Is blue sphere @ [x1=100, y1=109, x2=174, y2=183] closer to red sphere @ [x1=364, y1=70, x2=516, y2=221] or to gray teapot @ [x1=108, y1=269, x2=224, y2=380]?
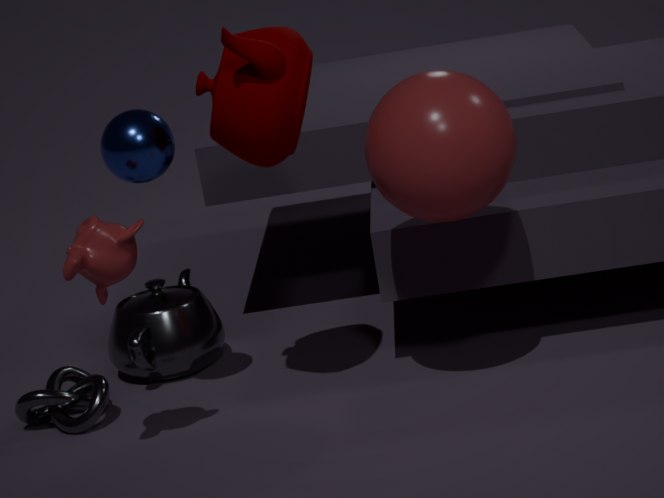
red sphere @ [x1=364, y1=70, x2=516, y2=221]
